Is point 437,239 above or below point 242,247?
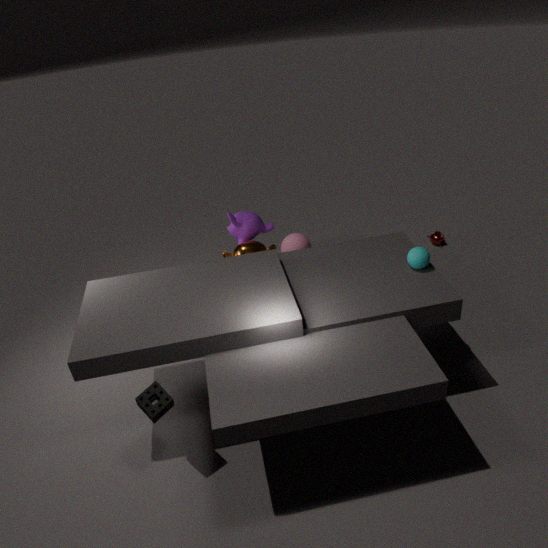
below
